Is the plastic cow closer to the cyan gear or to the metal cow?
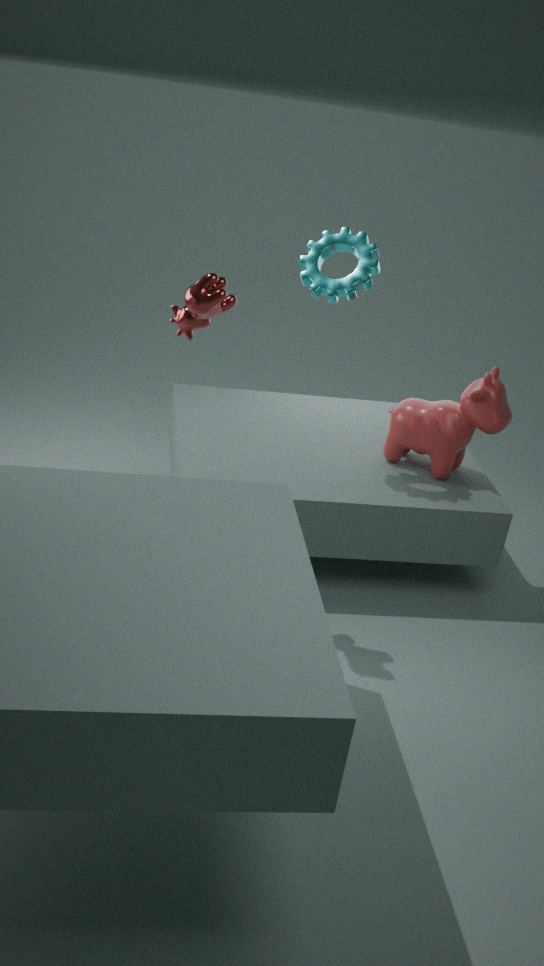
the cyan gear
